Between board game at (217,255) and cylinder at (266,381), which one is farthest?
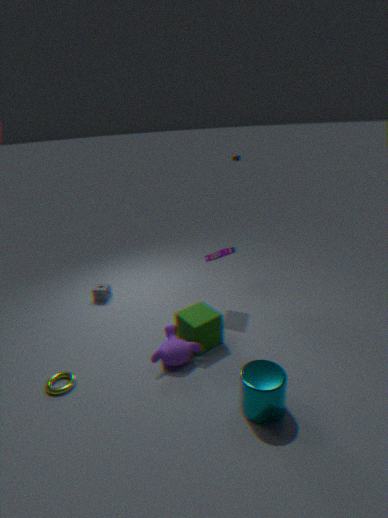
board game at (217,255)
